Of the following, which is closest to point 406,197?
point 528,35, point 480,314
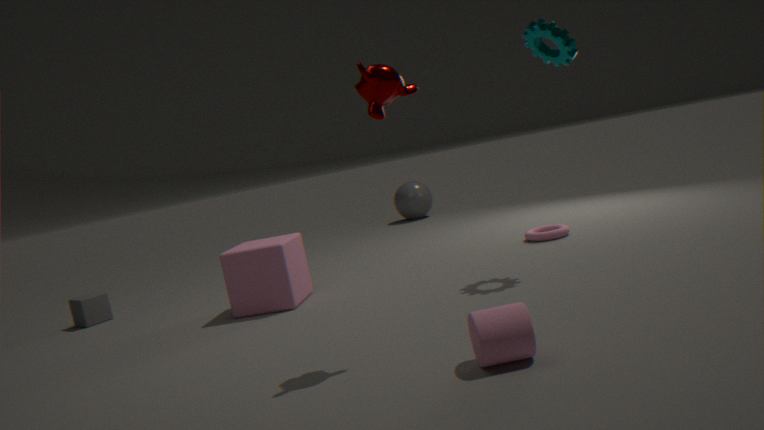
point 528,35
